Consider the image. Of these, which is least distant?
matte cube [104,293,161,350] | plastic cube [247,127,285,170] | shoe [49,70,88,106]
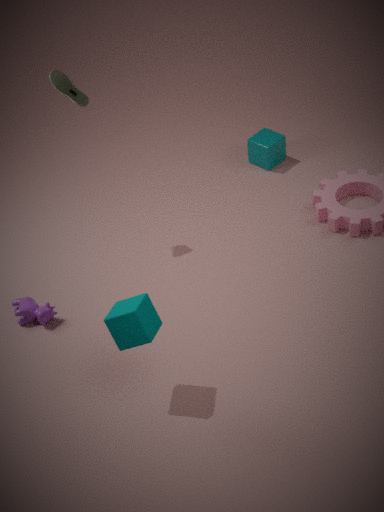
matte cube [104,293,161,350]
